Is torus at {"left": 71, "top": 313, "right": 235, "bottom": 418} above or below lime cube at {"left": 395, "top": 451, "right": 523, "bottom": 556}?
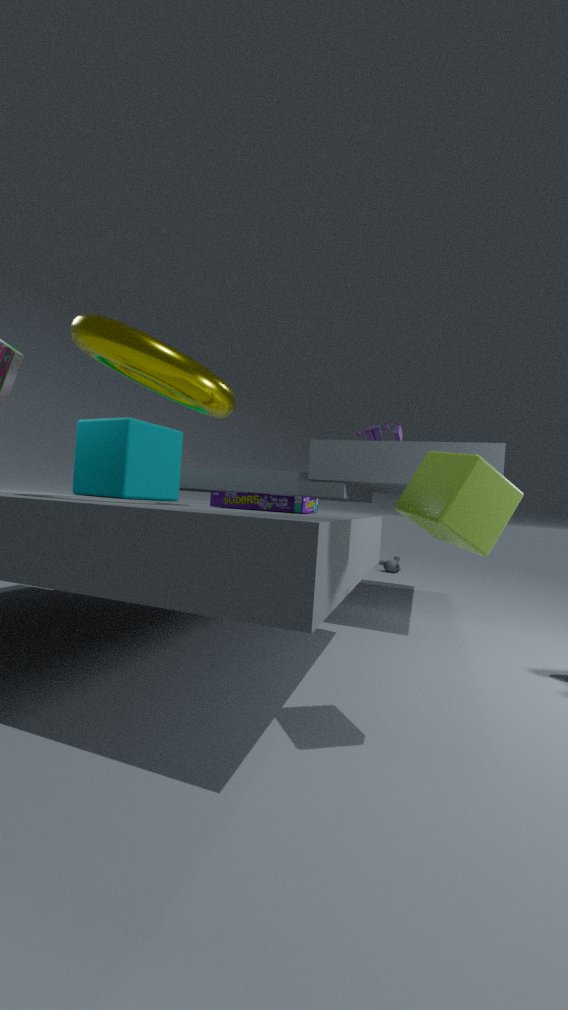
above
